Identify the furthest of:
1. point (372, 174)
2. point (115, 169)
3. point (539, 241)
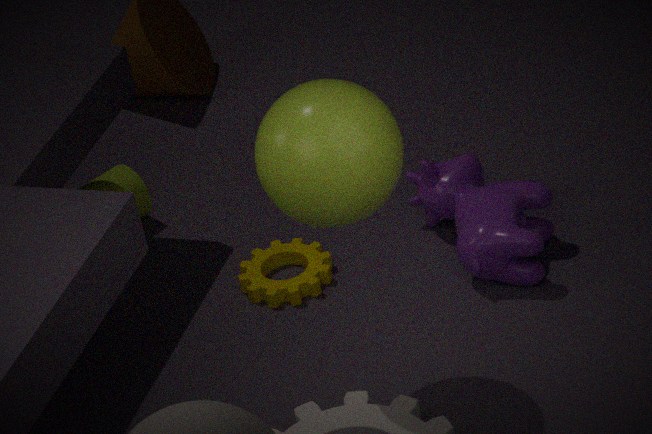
point (115, 169)
